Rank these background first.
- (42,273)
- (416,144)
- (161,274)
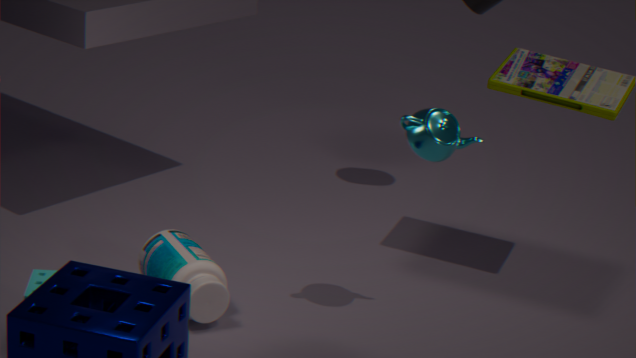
(161,274)
(42,273)
(416,144)
